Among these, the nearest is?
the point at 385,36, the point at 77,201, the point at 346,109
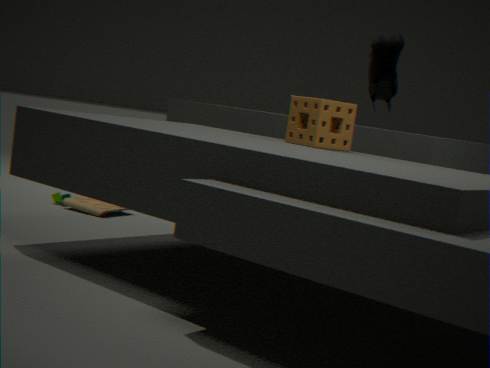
the point at 346,109
